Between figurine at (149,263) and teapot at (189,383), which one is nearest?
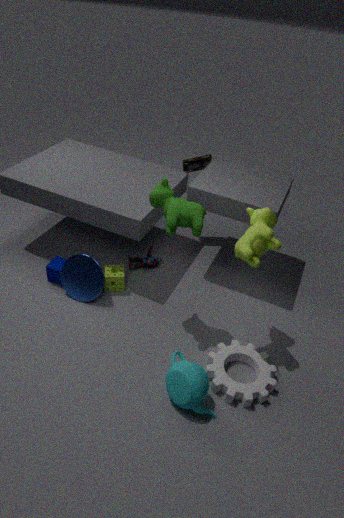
teapot at (189,383)
